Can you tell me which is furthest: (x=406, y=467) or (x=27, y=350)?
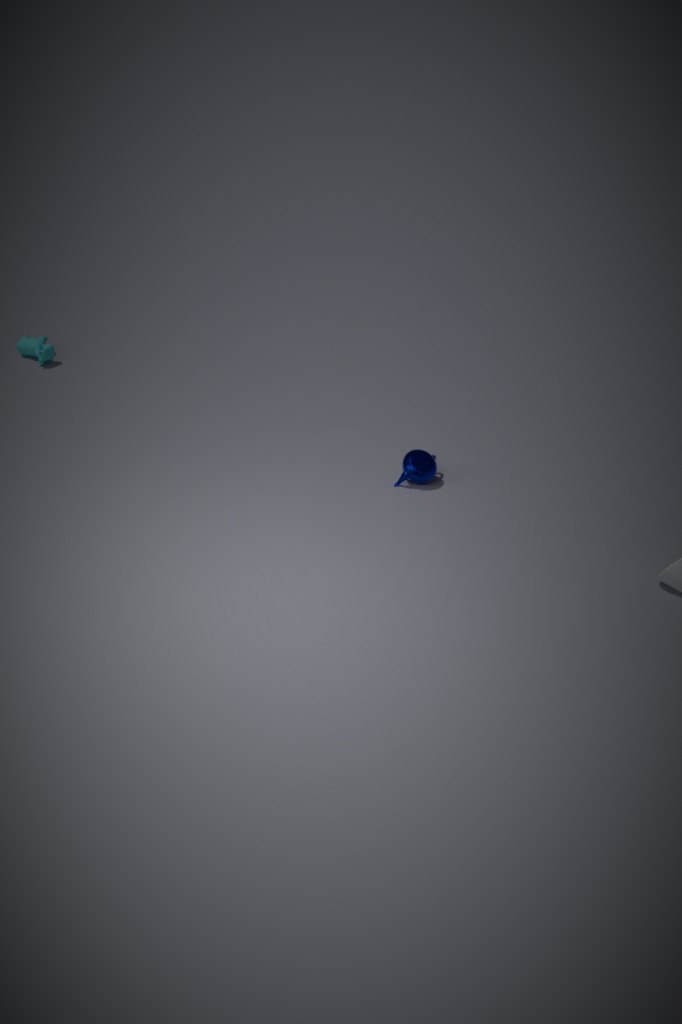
(x=27, y=350)
